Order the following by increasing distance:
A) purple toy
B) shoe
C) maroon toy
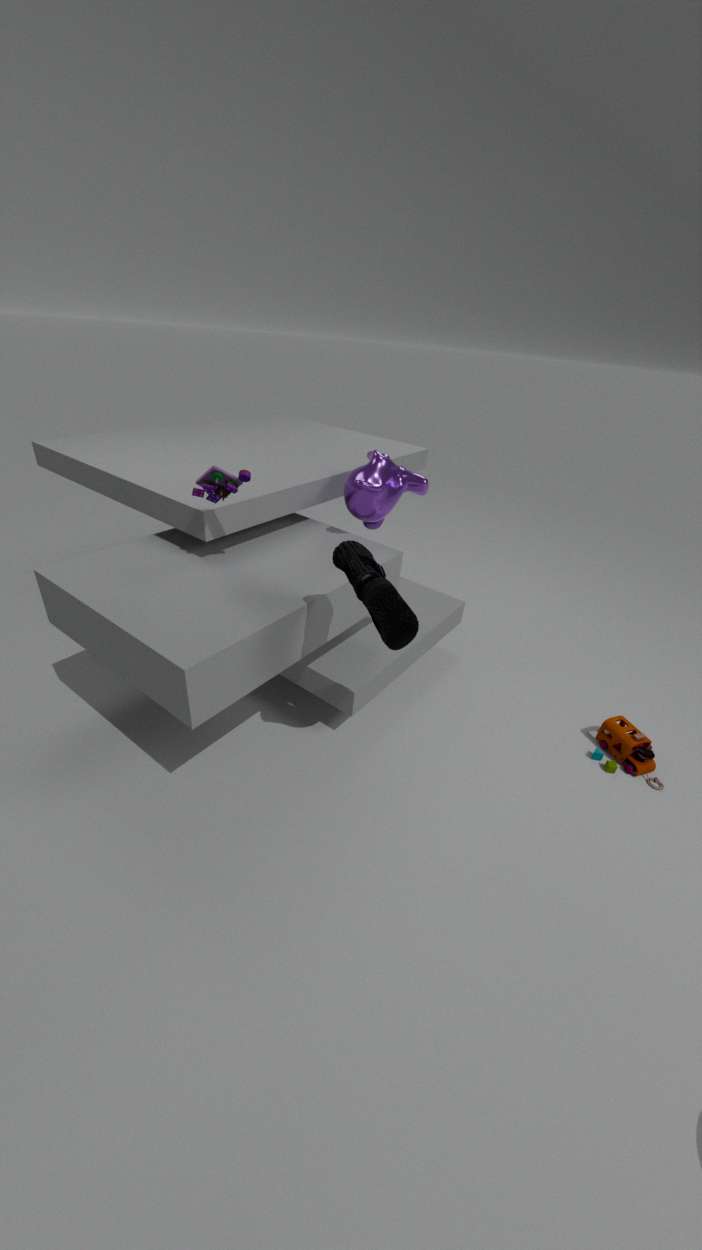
shoe, purple toy, maroon toy
